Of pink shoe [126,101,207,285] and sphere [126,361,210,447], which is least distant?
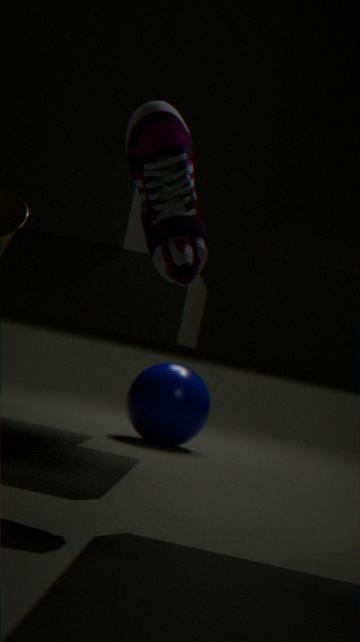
pink shoe [126,101,207,285]
